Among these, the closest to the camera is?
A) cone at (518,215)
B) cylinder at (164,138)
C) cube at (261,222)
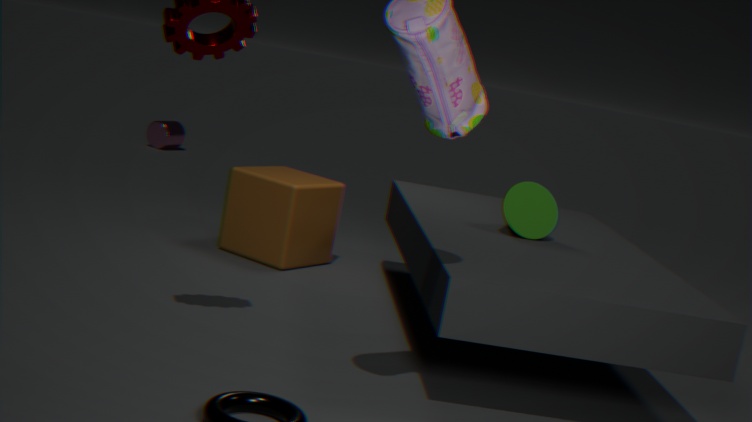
A. cone at (518,215)
